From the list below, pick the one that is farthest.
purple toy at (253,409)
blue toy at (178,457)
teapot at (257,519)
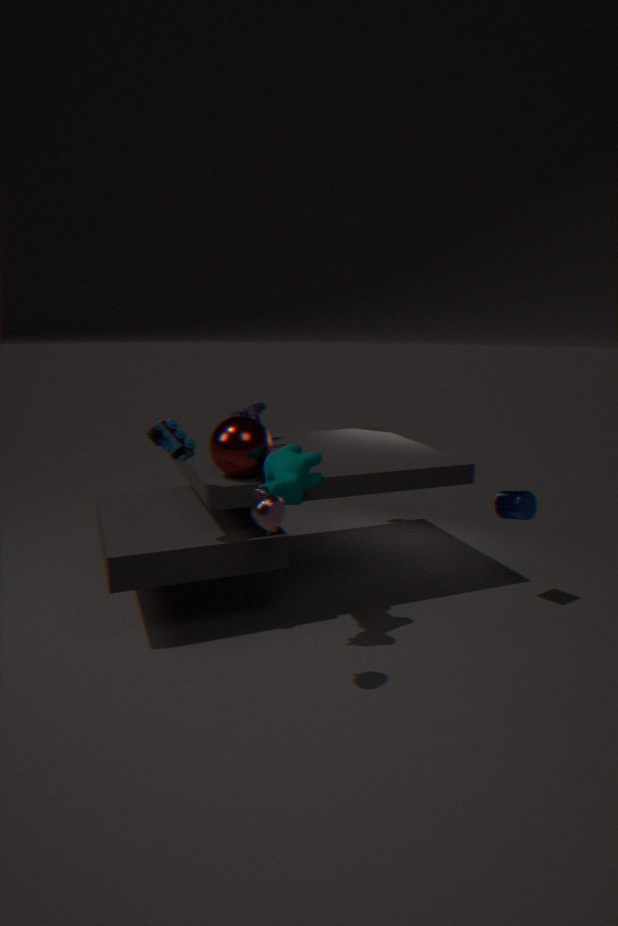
purple toy at (253,409)
